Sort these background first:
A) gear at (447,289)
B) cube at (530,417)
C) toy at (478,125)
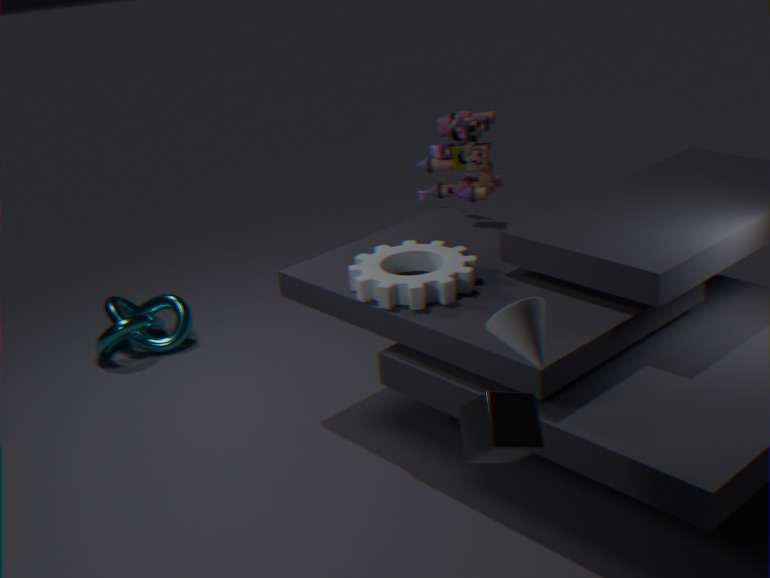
toy at (478,125) < gear at (447,289) < cube at (530,417)
